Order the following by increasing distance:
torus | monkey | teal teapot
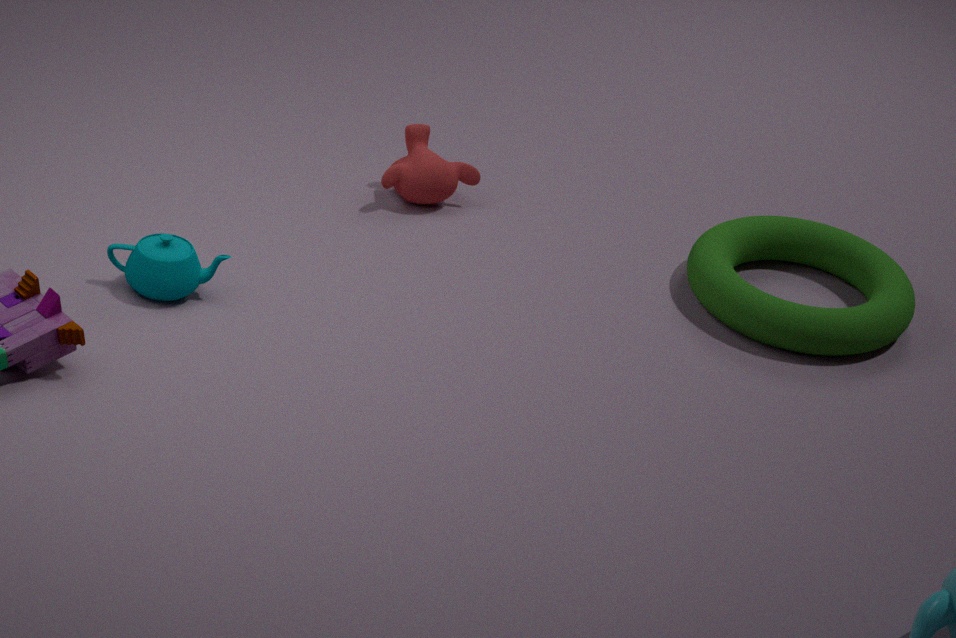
1. teal teapot
2. torus
3. monkey
